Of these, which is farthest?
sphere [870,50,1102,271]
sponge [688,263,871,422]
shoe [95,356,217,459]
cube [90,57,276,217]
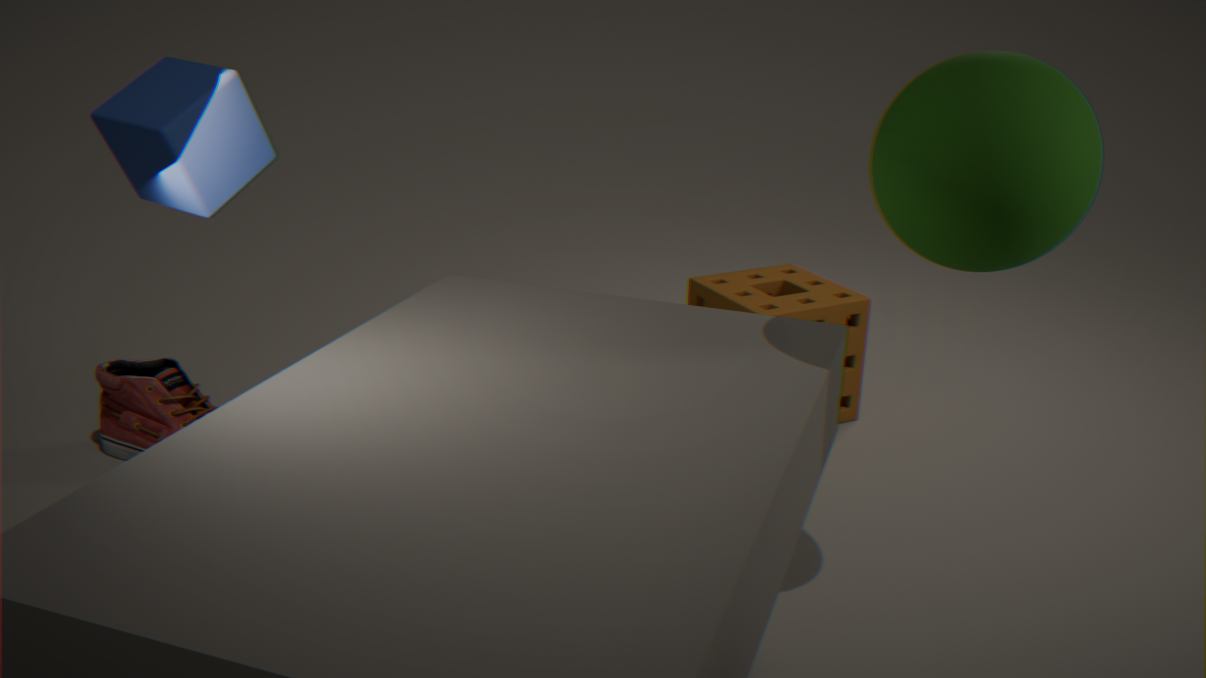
sponge [688,263,871,422]
